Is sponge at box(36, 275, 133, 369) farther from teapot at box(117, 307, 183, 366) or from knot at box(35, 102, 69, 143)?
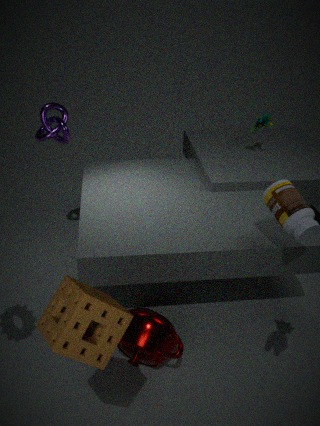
knot at box(35, 102, 69, 143)
